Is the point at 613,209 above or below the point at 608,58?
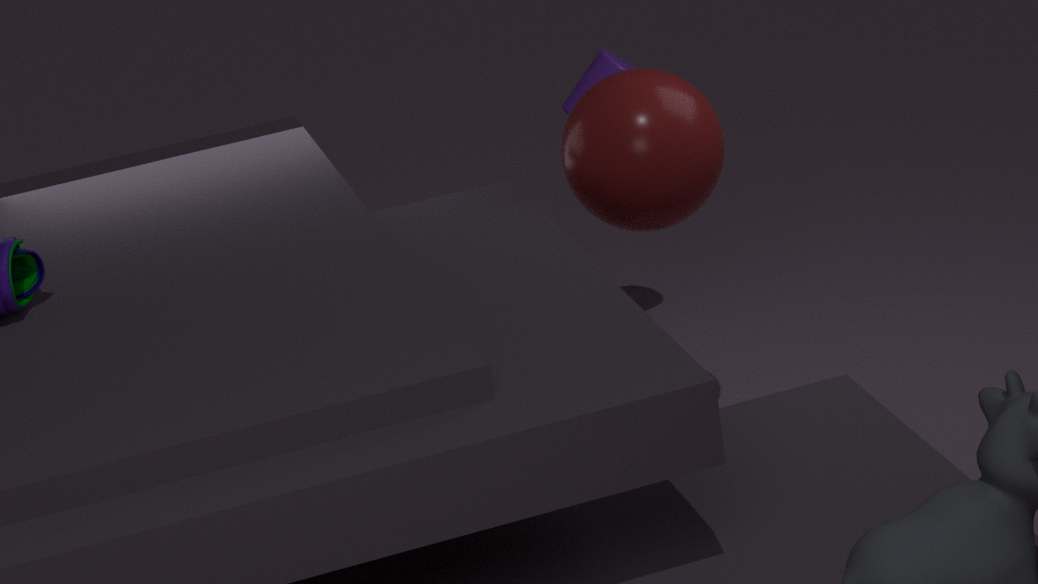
above
